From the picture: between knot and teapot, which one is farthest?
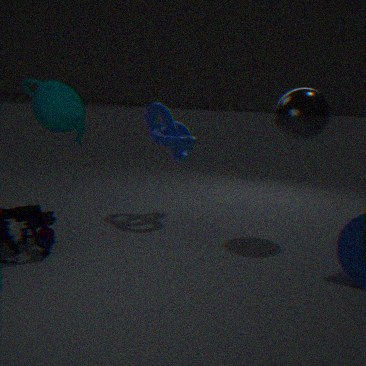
knot
